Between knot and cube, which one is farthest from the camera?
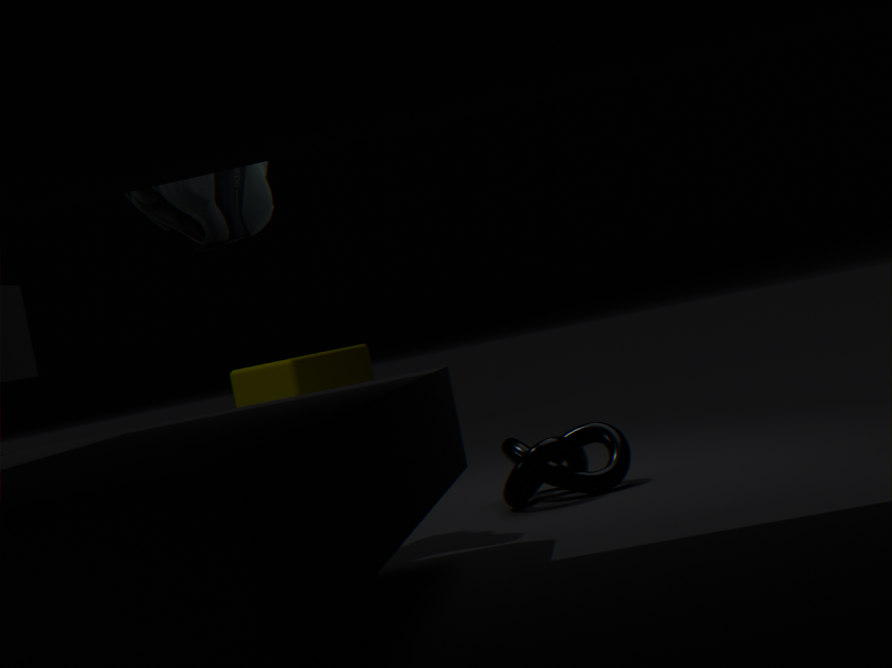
cube
